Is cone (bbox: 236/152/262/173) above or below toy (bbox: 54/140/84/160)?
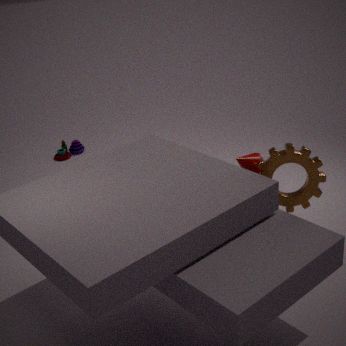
above
